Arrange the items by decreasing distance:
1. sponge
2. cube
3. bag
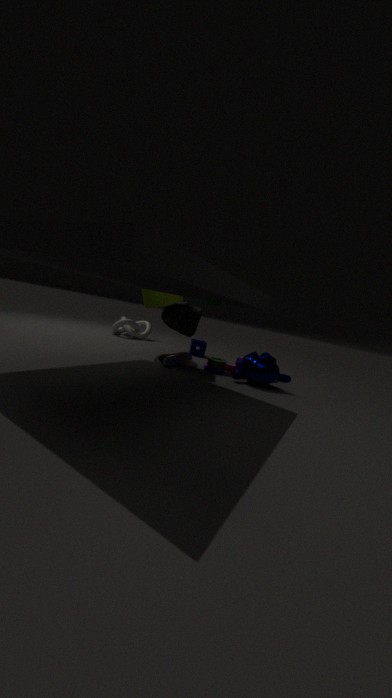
sponge → cube → bag
